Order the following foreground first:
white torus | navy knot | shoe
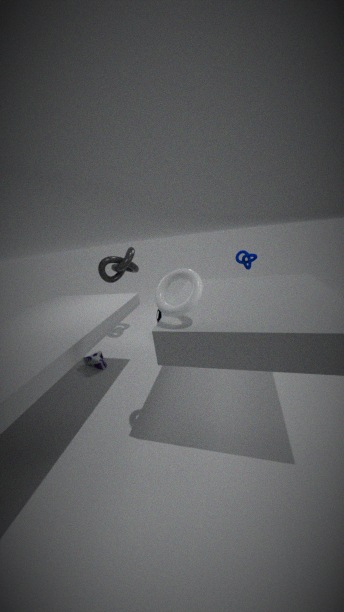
1. white torus
2. shoe
3. navy knot
